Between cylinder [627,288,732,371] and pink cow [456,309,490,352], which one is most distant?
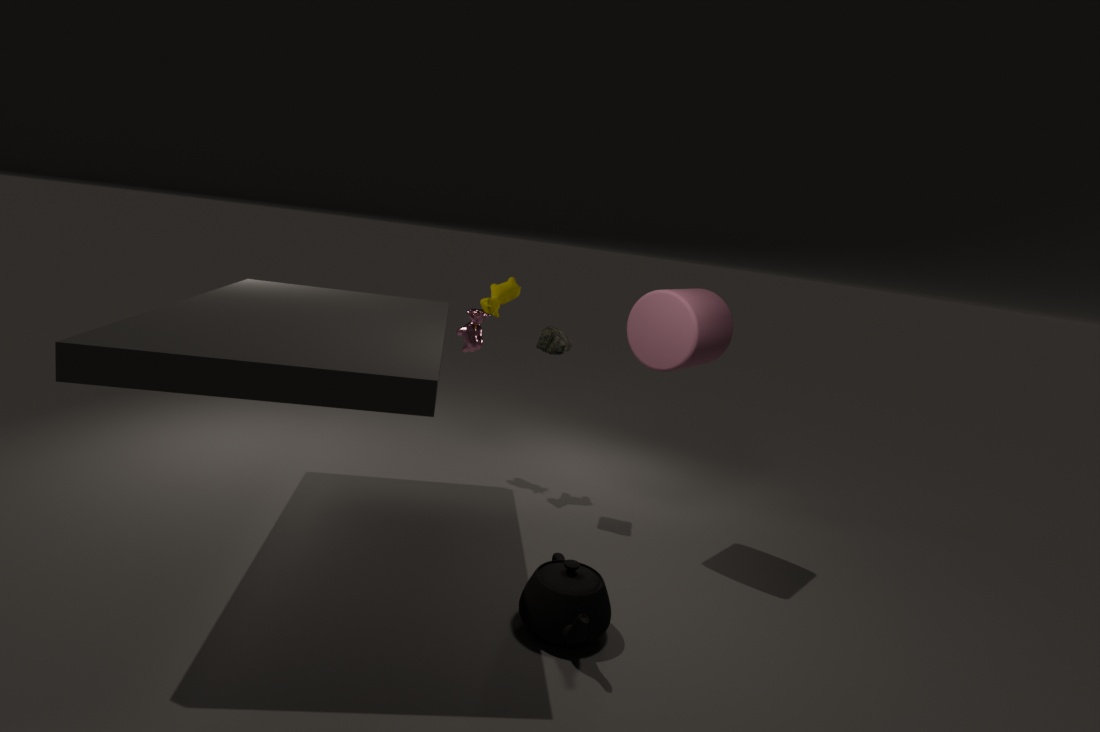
pink cow [456,309,490,352]
